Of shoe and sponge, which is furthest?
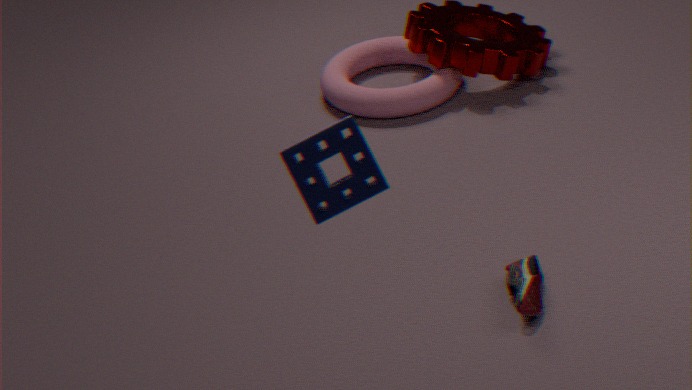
shoe
